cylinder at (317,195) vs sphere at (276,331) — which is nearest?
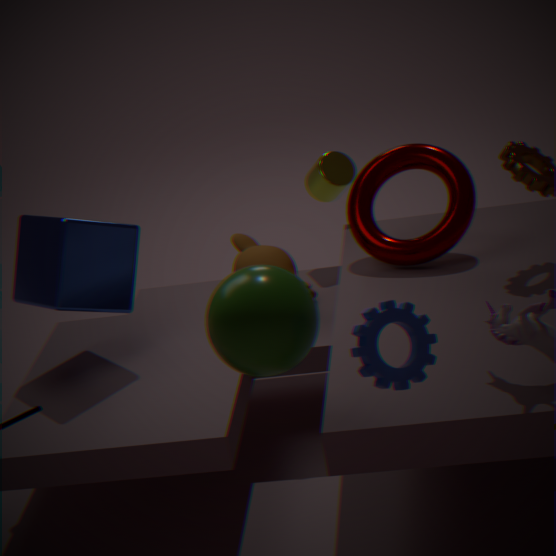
sphere at (276,331)
